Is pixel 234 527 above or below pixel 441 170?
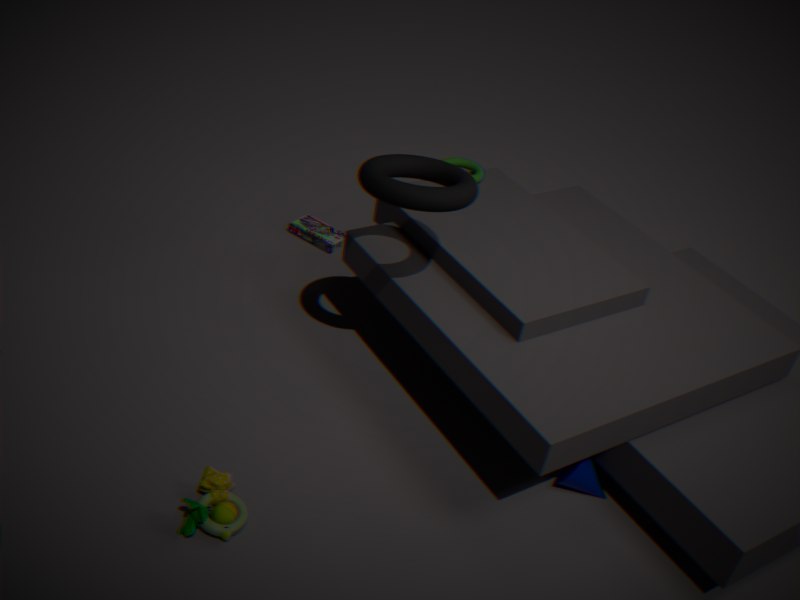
below
